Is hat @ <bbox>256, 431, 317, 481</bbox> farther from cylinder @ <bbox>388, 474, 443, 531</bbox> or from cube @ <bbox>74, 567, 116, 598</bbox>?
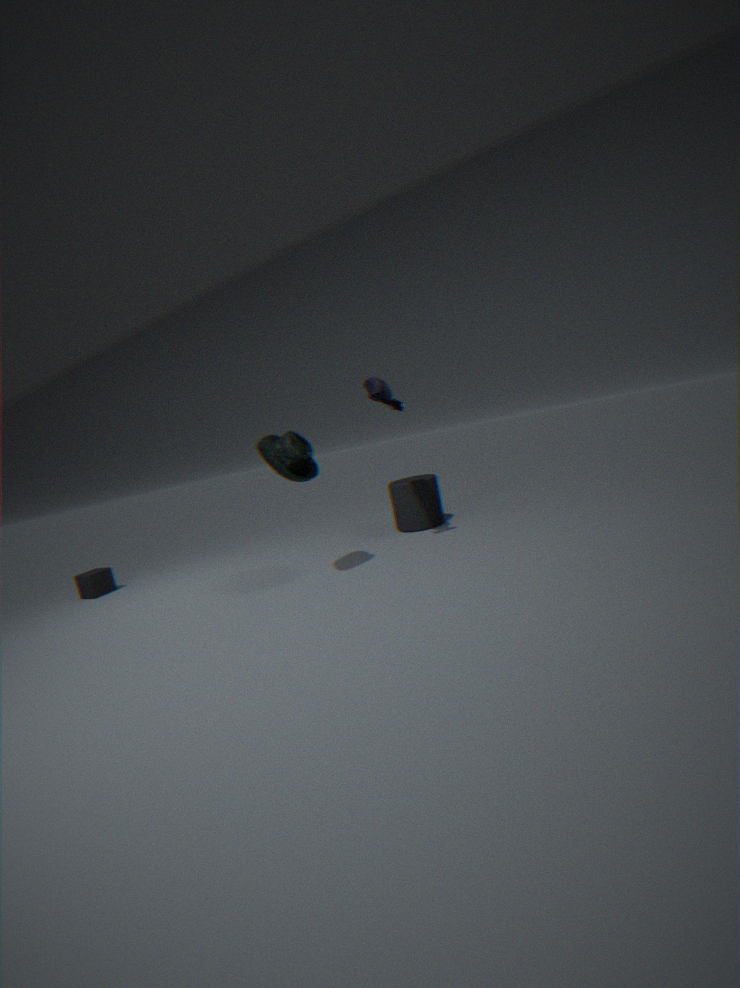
cube @ <bbox>74, 567, 116, 598</bbox>
